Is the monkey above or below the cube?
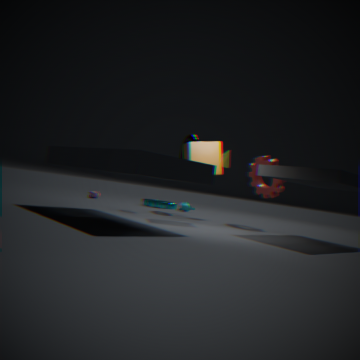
below
